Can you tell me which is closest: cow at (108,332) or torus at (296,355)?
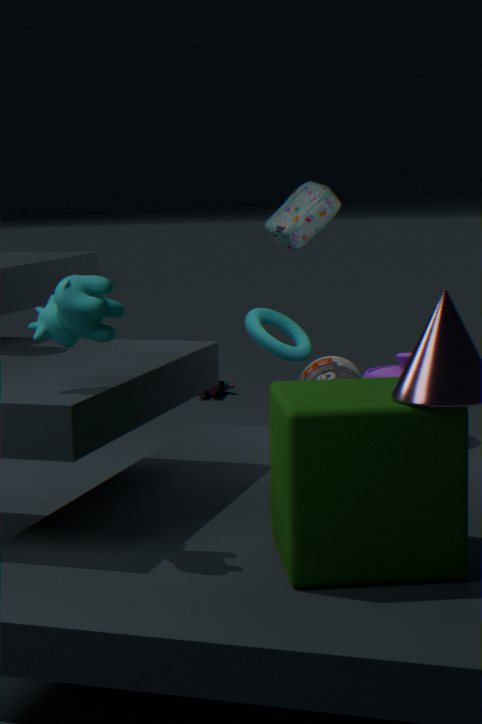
cow at (108,332)
